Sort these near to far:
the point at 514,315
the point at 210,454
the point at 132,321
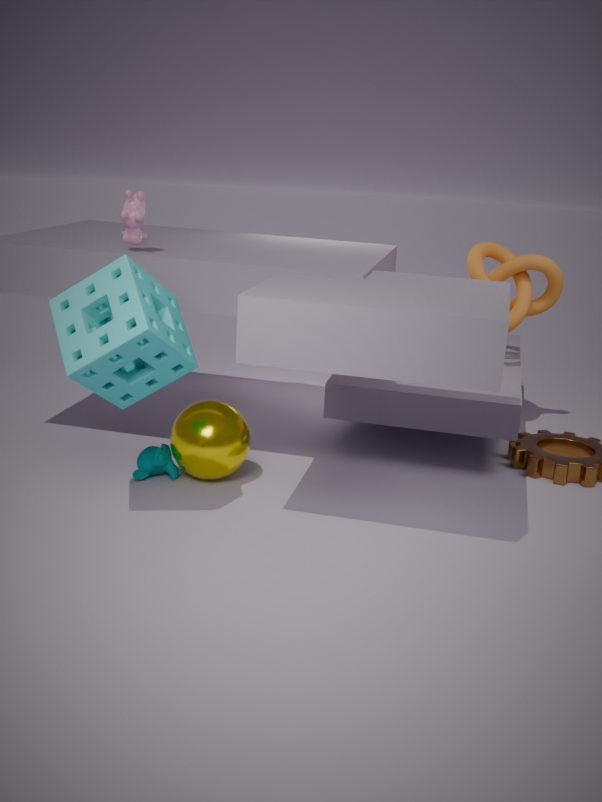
the point at 132,321
the point at 210,454
the point at 514,315
